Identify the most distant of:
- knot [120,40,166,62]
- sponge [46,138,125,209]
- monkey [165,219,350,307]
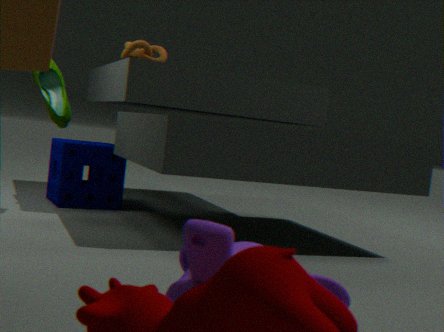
knot [120,40,166,62]
